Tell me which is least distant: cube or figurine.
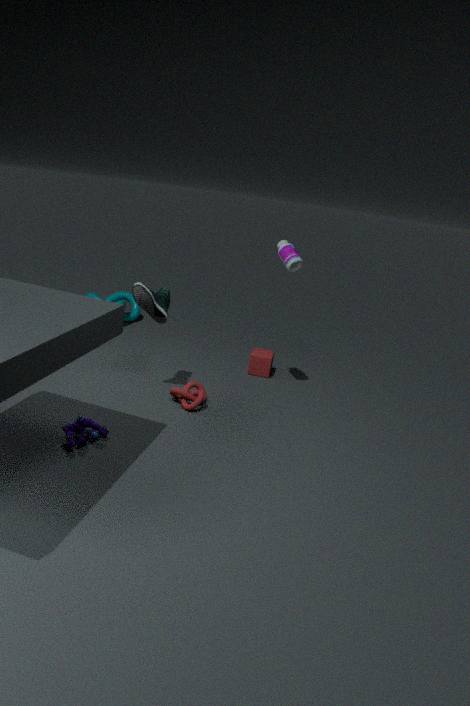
figurine
